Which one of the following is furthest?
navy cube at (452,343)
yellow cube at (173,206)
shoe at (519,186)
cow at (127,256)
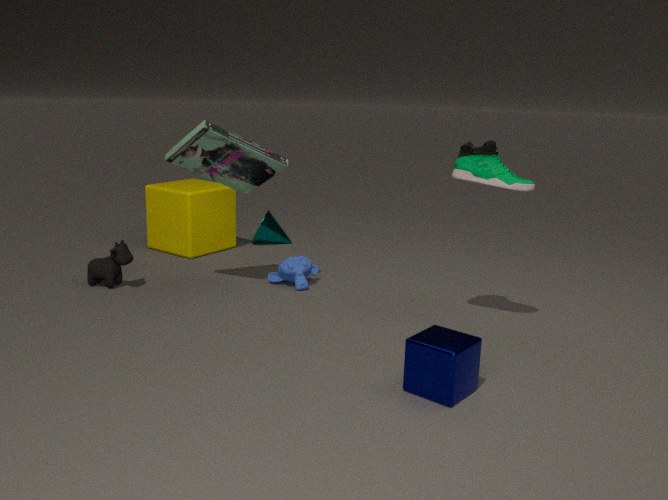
yellow cube at (173,206)
